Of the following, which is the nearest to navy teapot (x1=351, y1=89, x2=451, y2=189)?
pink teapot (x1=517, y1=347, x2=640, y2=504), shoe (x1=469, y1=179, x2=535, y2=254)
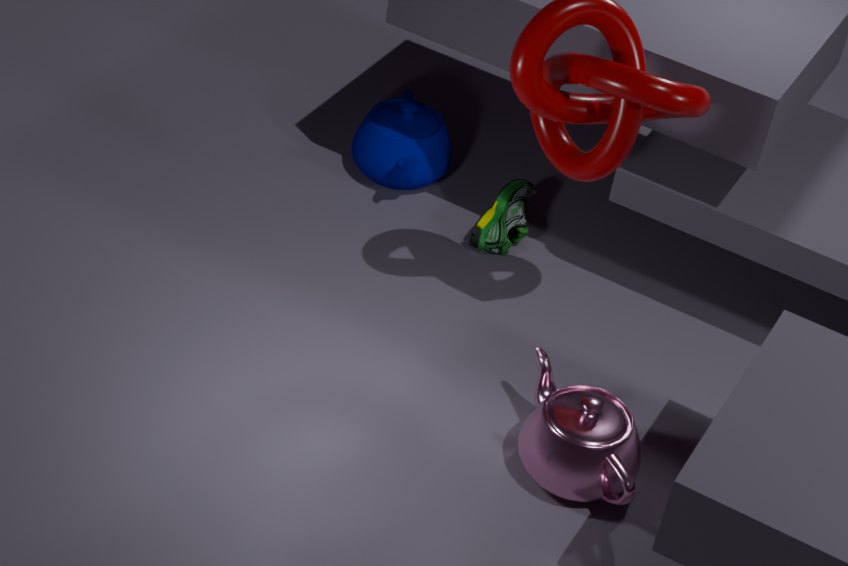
shoe (x1=469, y1=179, x2=535, y2=254)
